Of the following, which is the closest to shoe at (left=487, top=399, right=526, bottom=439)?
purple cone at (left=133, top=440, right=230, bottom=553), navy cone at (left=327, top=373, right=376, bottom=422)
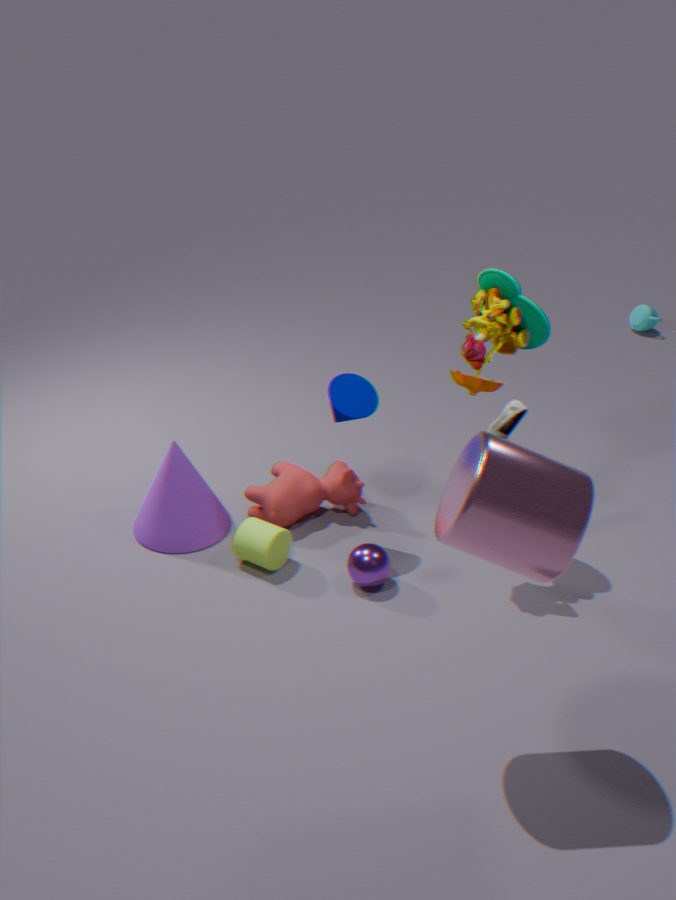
navy cone at (left=327, top=373, right=376, bottom=422)
